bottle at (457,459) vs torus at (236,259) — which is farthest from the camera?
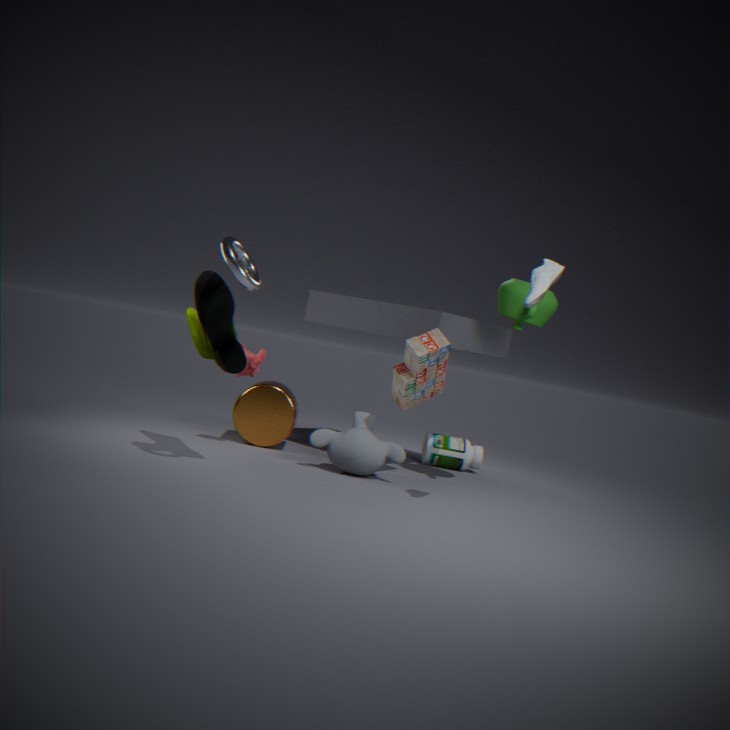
bottle at (457,459)
